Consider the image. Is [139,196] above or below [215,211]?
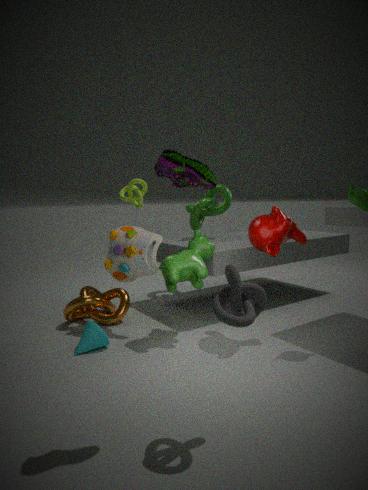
above
